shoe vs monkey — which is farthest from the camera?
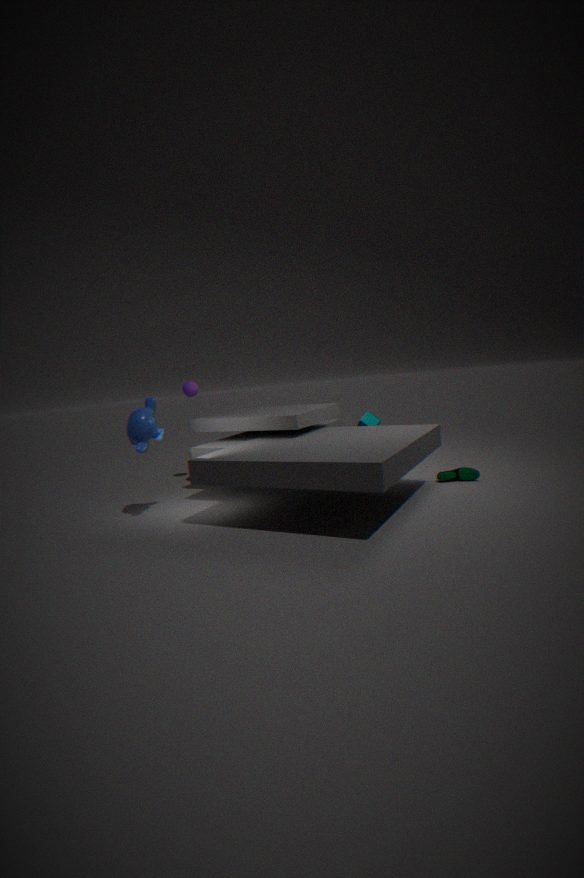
shoe
